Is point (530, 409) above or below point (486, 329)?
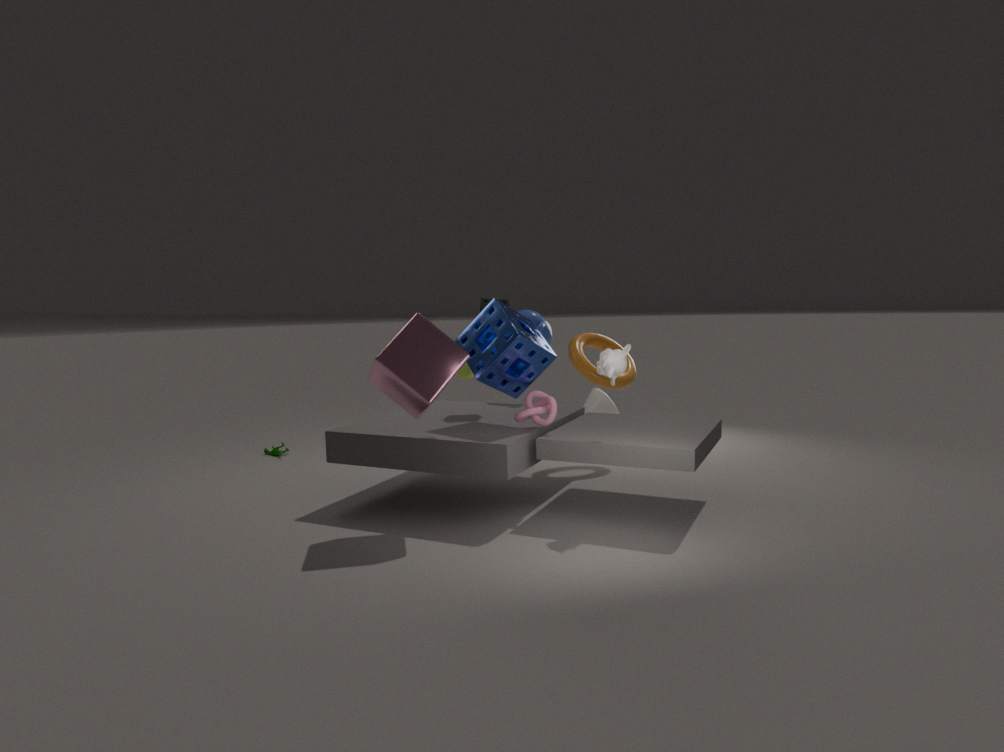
below
